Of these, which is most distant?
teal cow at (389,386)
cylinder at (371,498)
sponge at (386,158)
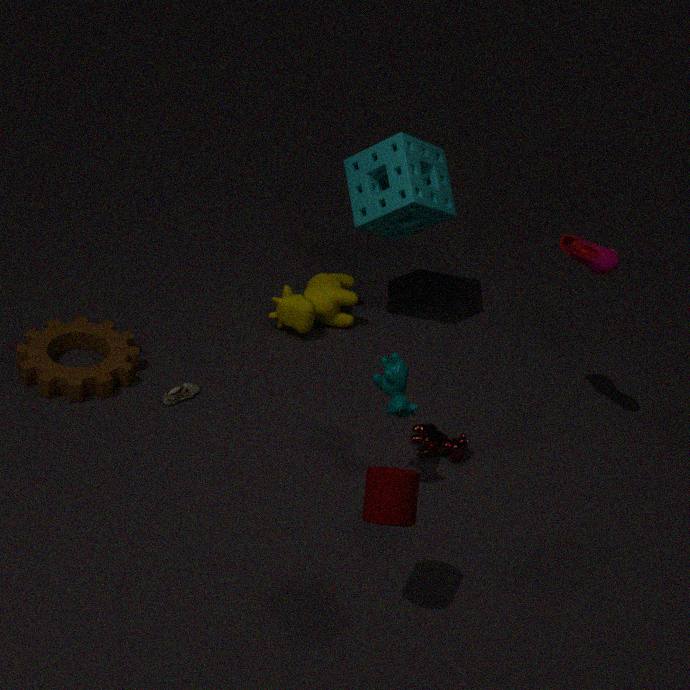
sponge at (386,158)
